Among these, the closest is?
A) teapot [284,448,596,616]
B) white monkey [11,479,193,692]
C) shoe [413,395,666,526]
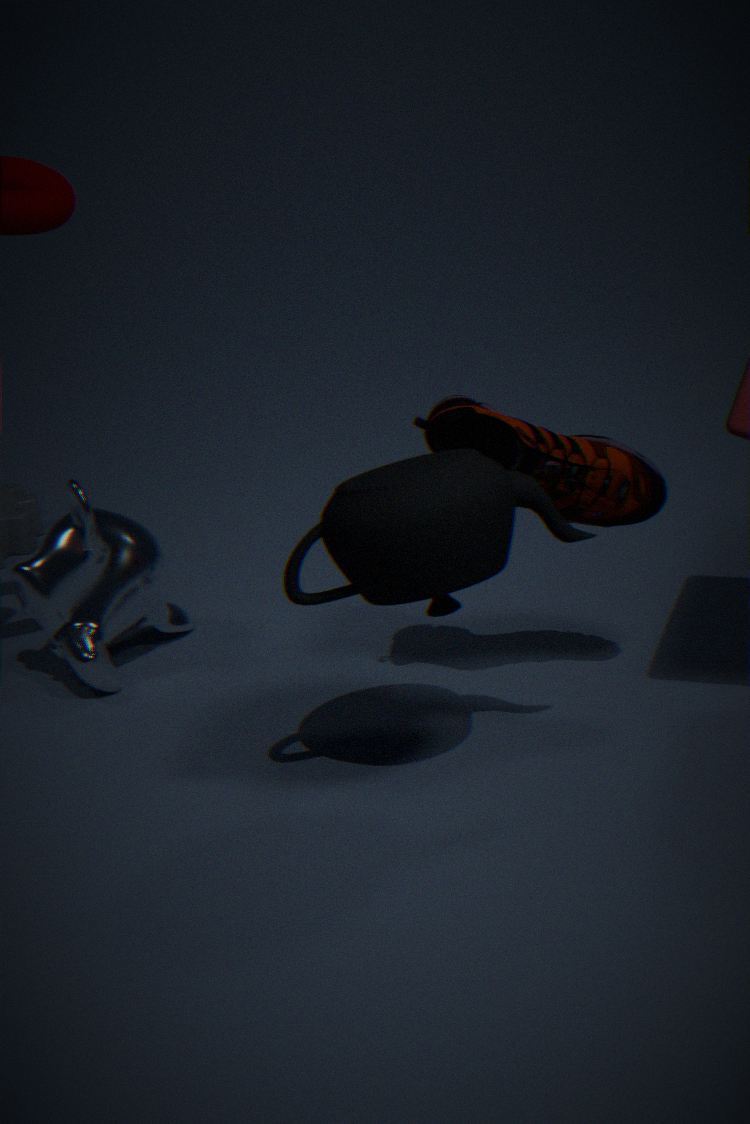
A. teapot [284,448,596,616]
